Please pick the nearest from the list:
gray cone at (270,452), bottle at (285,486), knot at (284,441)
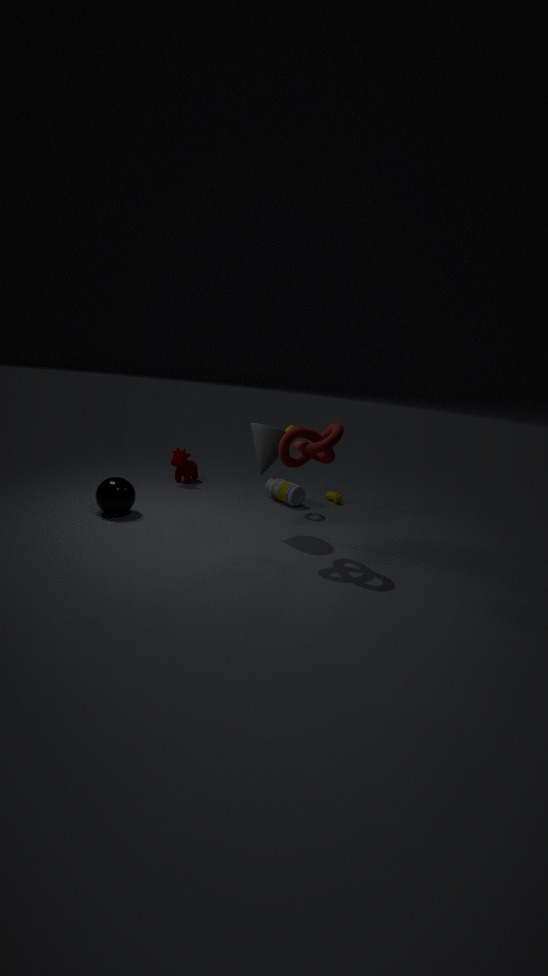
knot at (284,441)
